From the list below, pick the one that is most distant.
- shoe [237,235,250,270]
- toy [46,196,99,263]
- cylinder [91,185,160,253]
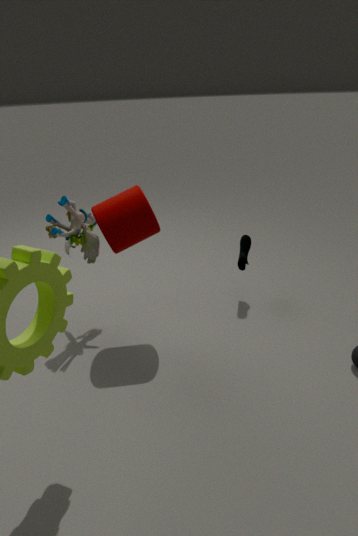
shoe [237,235,250,270]
